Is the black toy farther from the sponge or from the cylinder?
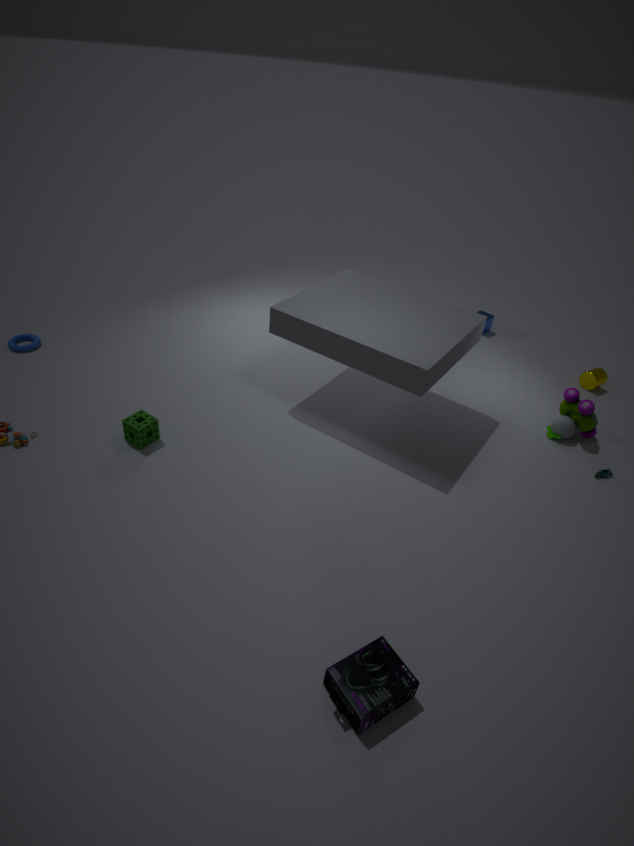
the sponge
